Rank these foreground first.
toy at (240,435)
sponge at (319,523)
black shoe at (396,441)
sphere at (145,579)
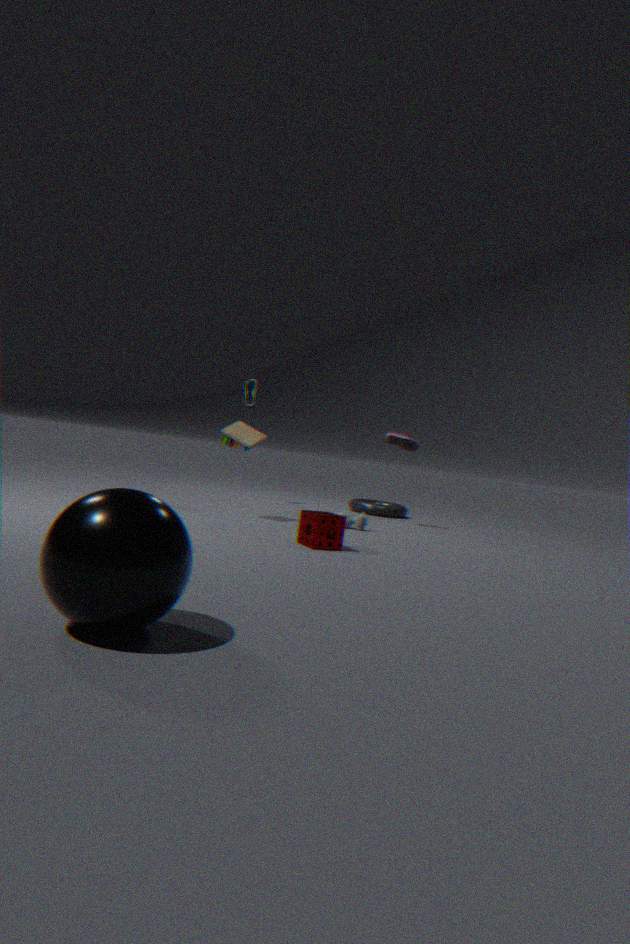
1. sphere at (145,579)
2. sponge at (319,523)
3. toy at (240,435)
4. black shoe at (396,441)
